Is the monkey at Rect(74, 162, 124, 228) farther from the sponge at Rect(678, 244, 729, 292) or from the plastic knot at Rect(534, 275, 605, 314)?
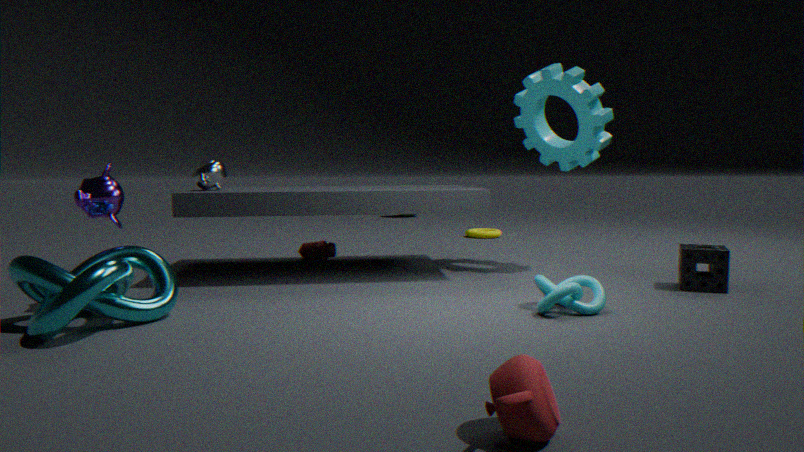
the sponge at Rect(678, 244, 729, 292)
